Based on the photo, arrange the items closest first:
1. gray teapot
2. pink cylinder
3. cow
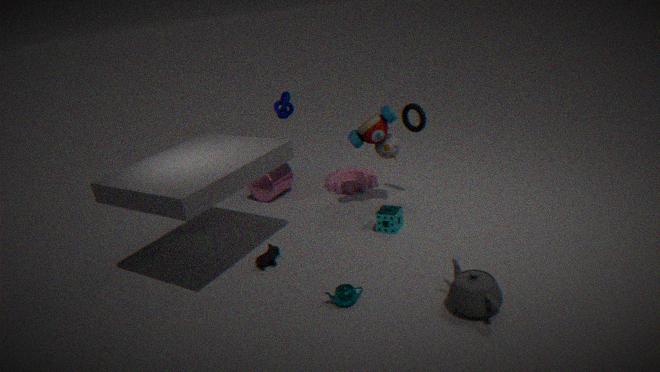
gray teapot, cow, pink cylinder
